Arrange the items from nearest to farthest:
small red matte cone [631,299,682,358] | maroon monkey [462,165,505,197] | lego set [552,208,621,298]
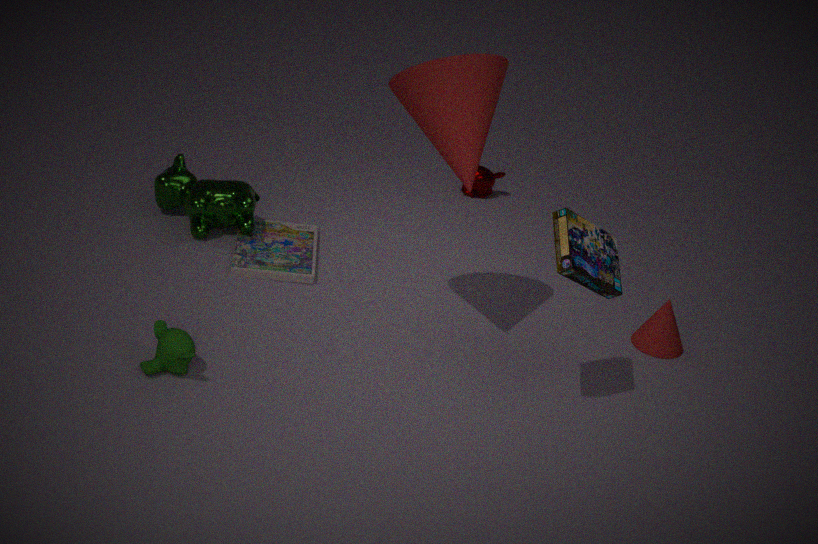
lego set [552,208,621,298] → small red matte cone [631,299,682,358] → maroon monkey [462,165,505,197]
